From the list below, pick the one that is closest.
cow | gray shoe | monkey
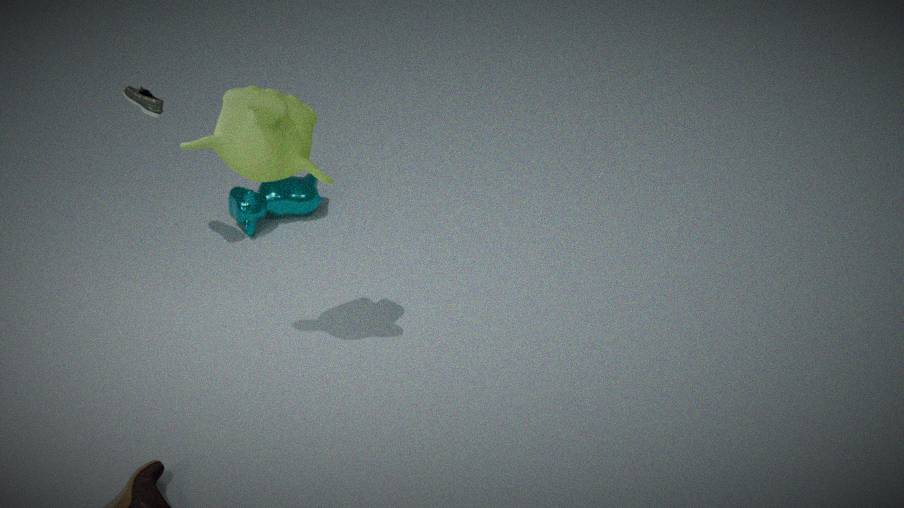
monkey
